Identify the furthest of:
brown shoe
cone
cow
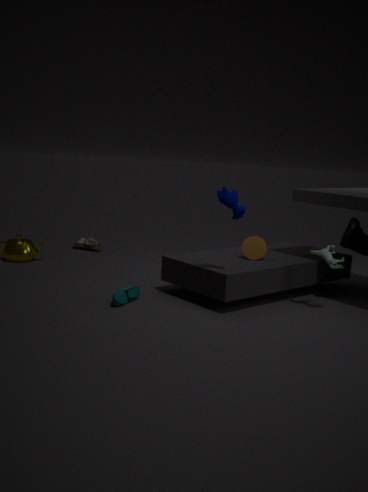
brown shoe
